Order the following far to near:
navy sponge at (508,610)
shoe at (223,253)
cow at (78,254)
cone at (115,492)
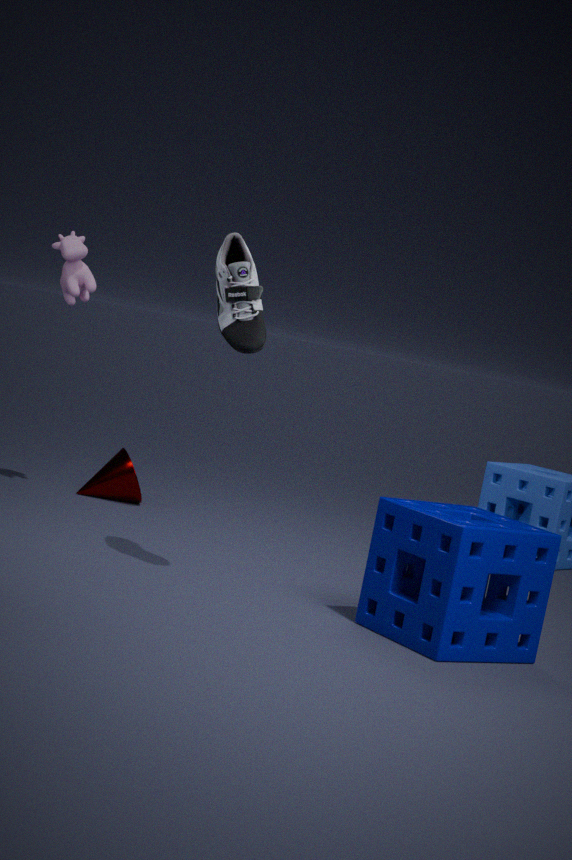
cone at (115,492) → cow at (78,254) → shoe at (223,253) → navy sponge at (508,610)
